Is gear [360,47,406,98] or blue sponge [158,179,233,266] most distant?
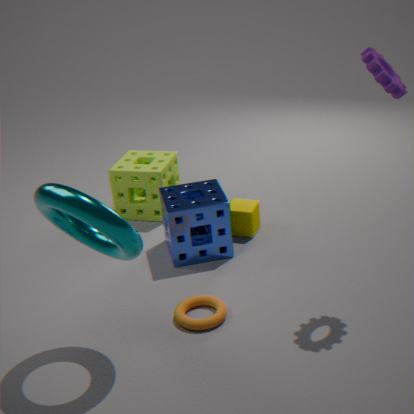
blue sponge [158,179,233,266]
